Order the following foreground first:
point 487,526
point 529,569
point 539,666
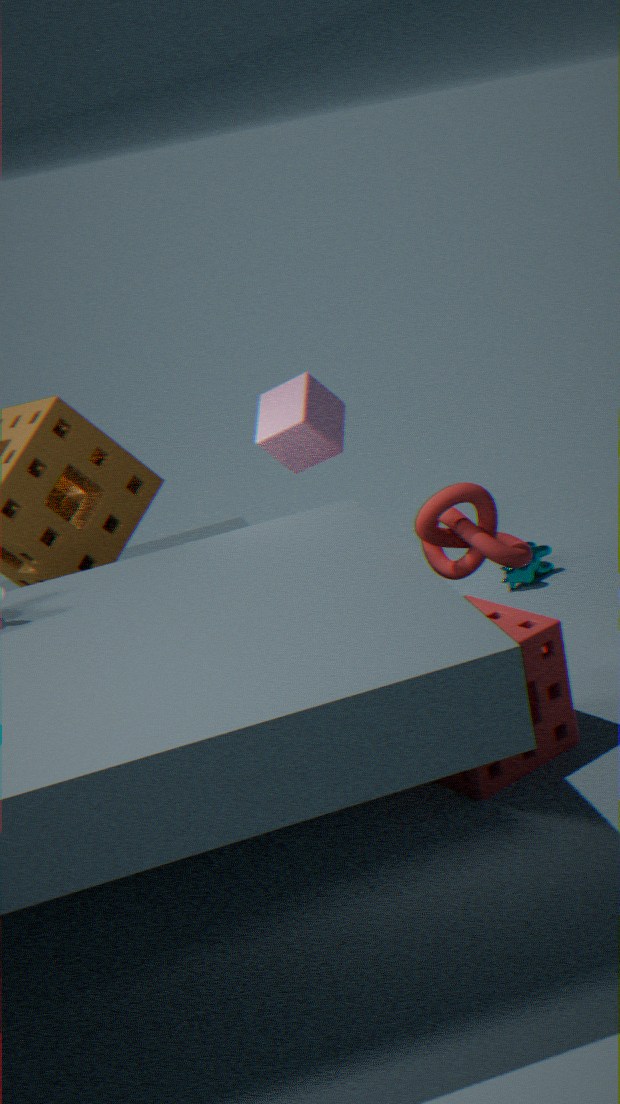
1. point 487,526
2. point 539,666
3. point 529,569
